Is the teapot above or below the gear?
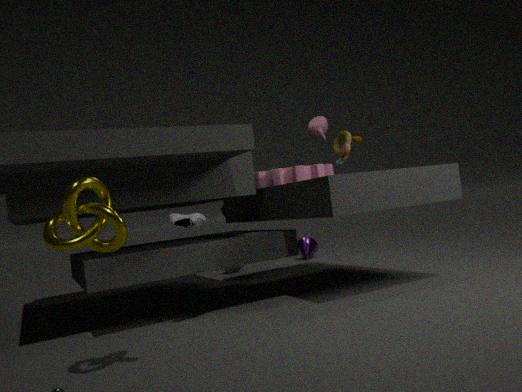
above
